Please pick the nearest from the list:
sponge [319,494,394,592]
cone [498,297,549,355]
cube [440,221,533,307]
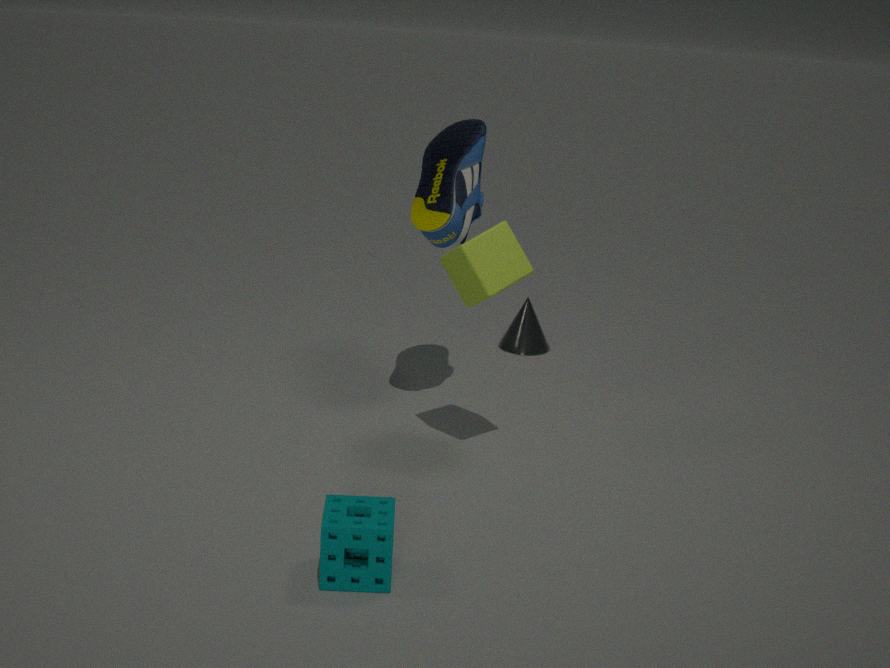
sponge [319,494,394,592]
